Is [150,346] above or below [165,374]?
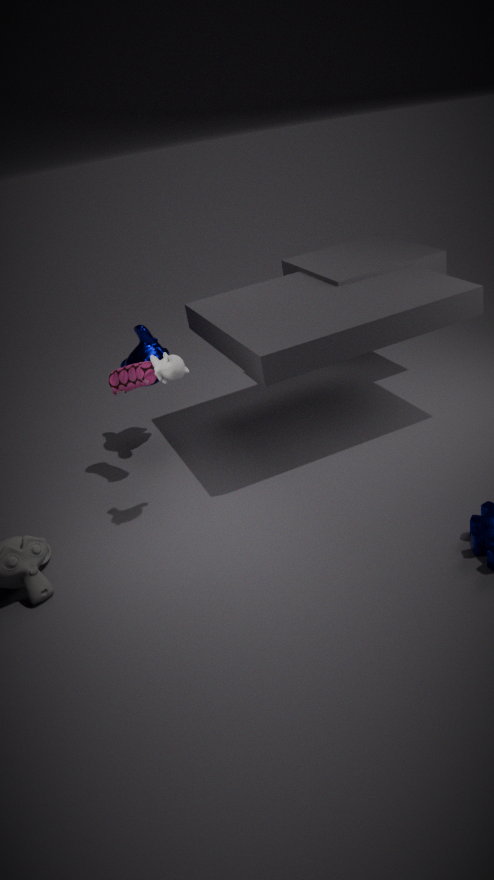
below
